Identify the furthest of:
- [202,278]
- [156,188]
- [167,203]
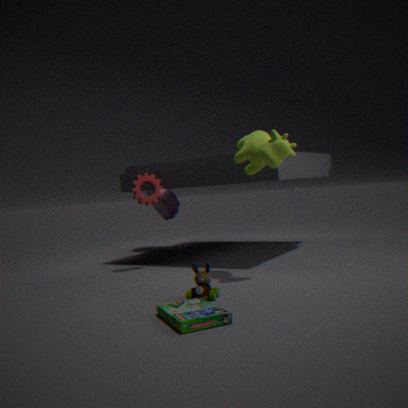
[167,203]
